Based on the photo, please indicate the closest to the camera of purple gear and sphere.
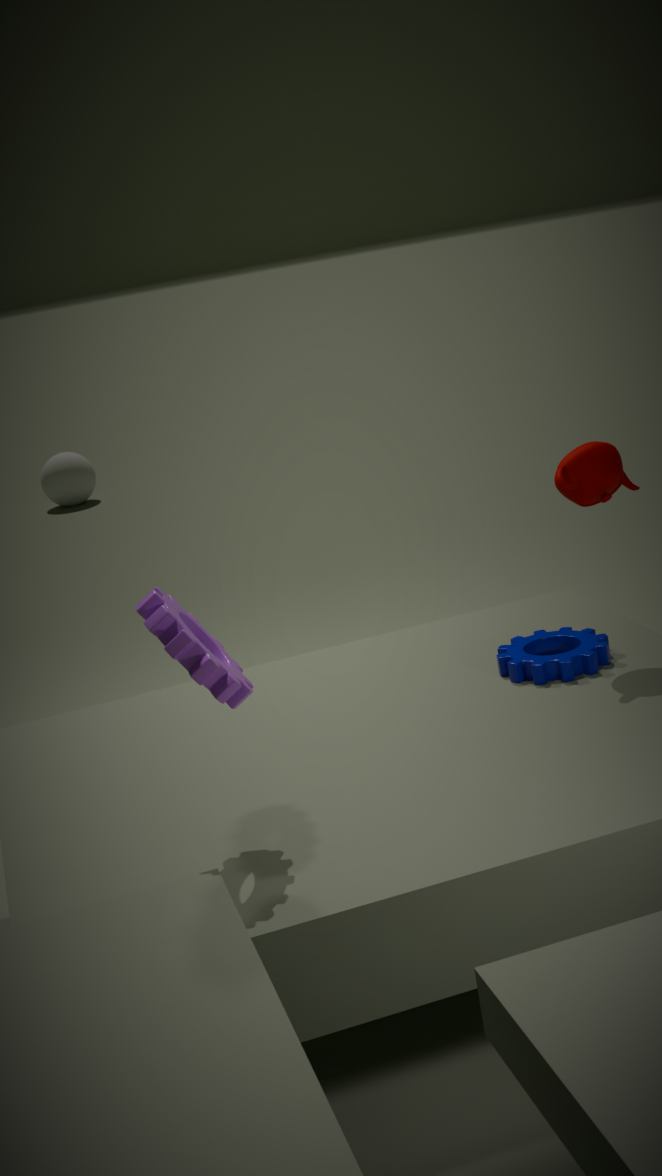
purple gear
